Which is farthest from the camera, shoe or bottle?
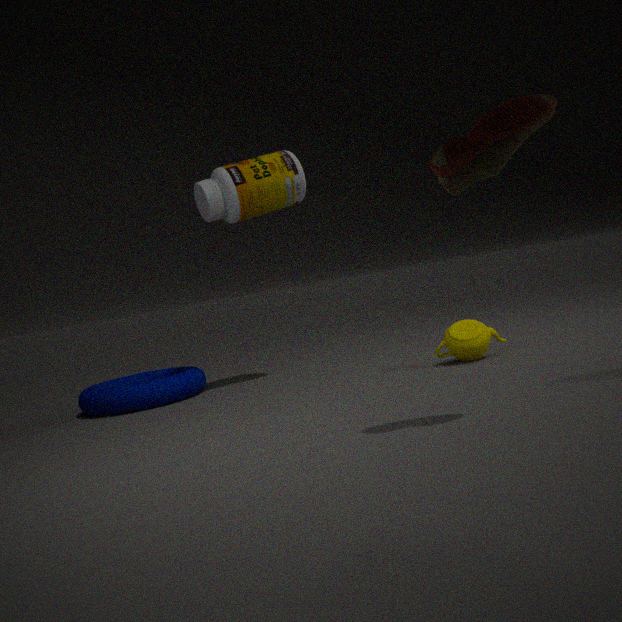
bottle
